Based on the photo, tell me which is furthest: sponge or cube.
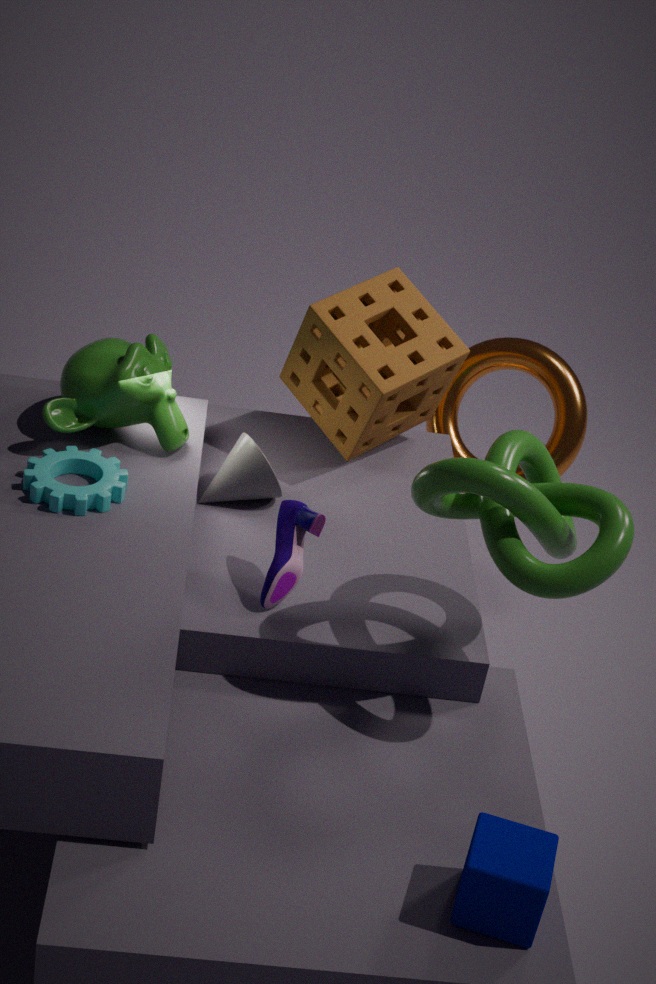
sponge
